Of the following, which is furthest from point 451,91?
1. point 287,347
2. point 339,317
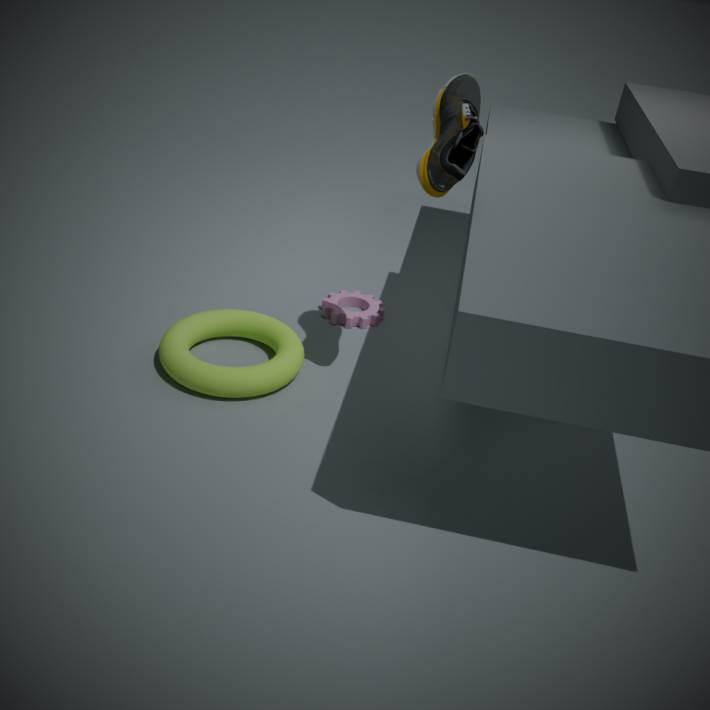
point 287,347
